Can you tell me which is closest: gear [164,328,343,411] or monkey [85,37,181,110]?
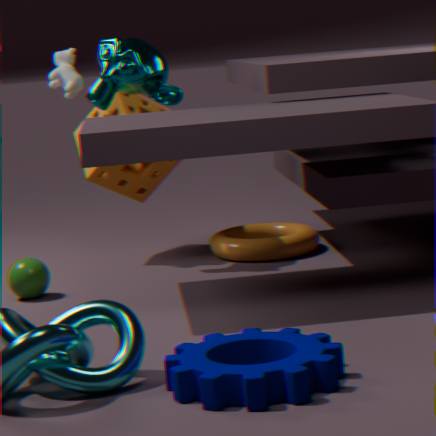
gear [164,328,343,411]
